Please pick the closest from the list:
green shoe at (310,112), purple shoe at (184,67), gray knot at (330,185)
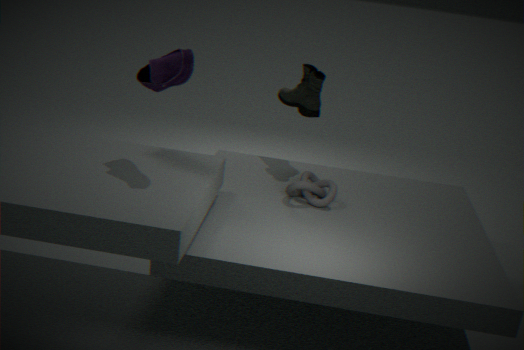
purple shoe at (184,67)
